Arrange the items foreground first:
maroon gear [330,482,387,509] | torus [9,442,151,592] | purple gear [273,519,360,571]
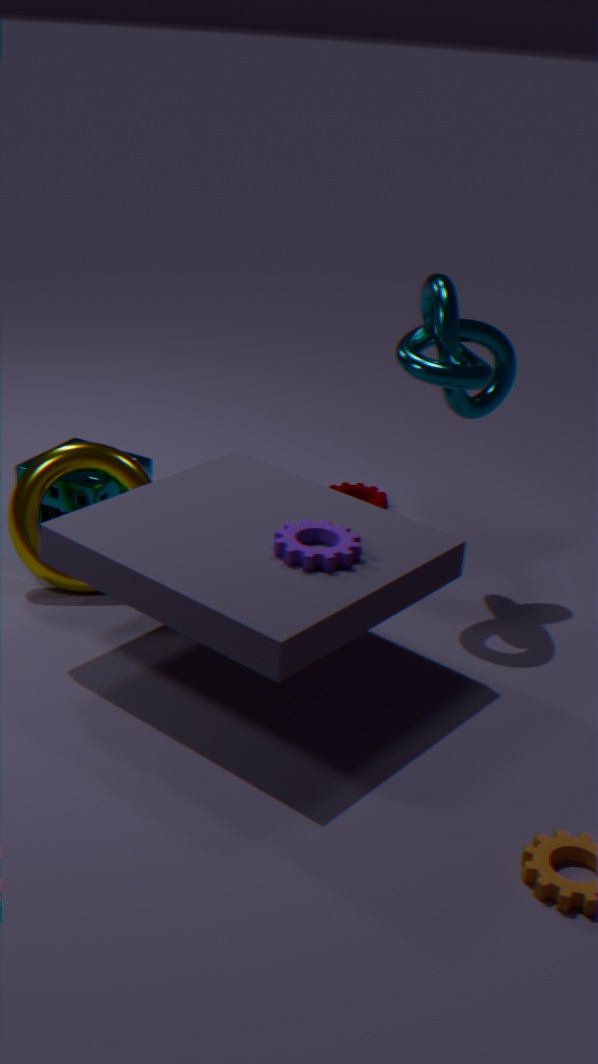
purple gear [273,519,360,571]
torus [9,442,151,592]
maroon gear [330,482,387,509]
